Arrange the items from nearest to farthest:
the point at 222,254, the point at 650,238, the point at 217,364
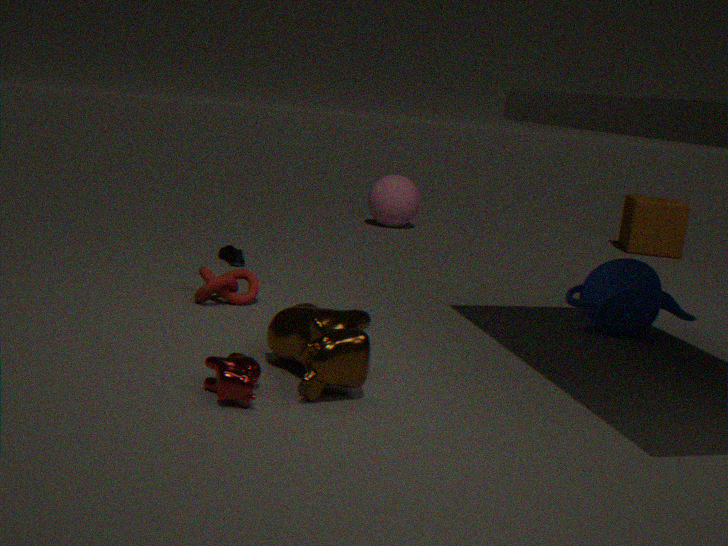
1. the point at 217,364
2. the point at 222,254
3. the point at 650,238
